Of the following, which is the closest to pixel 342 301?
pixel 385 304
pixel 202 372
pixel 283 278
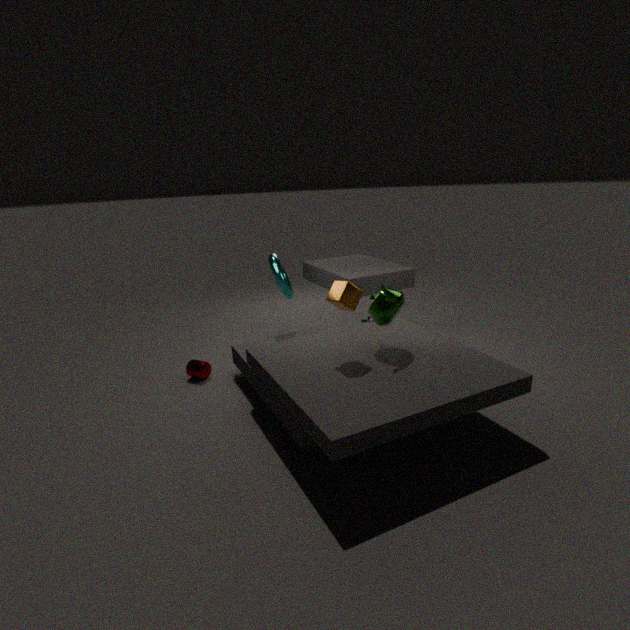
pixel 385 304
